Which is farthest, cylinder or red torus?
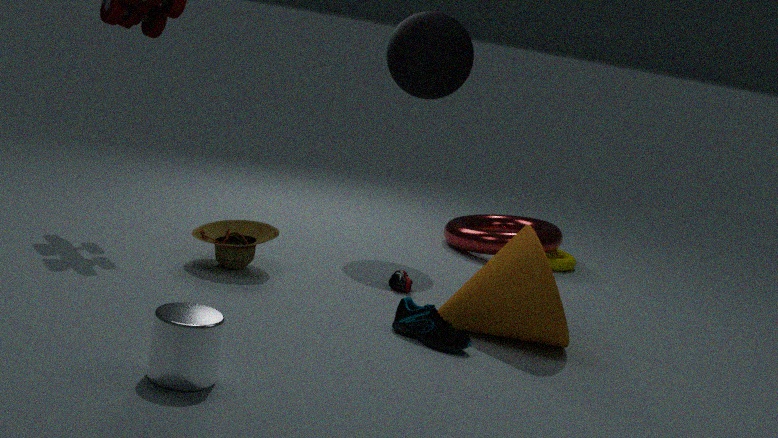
red torus
